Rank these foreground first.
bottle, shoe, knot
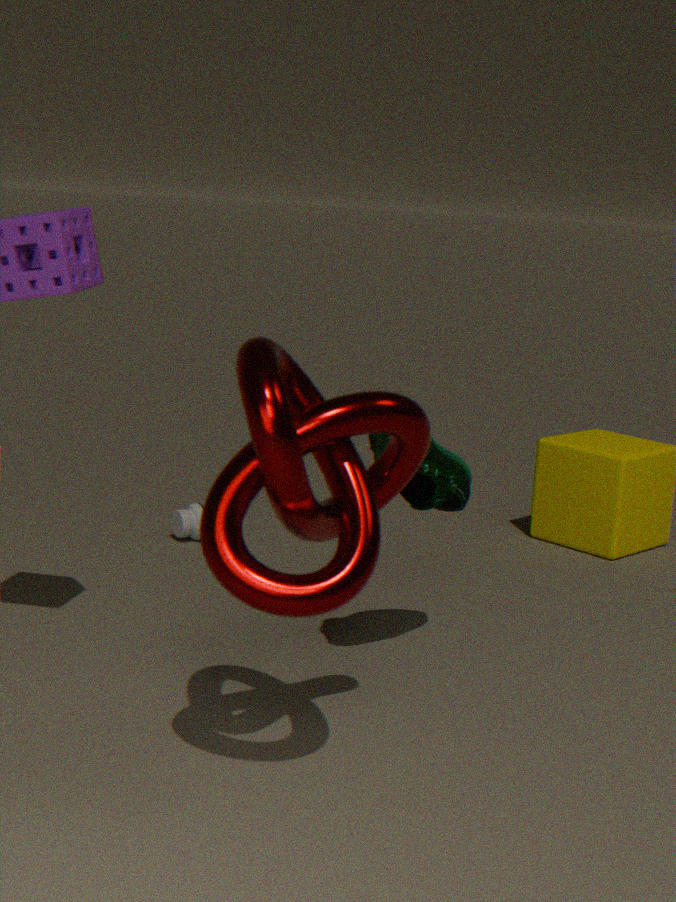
knot
shoe
bottle
